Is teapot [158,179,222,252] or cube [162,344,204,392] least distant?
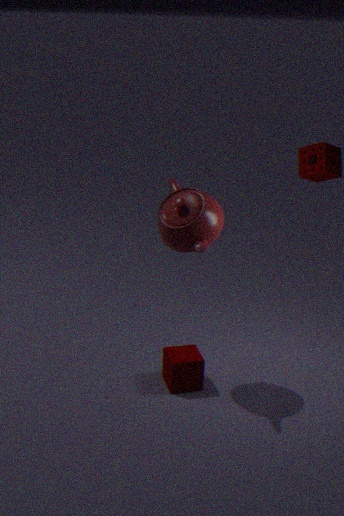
teapot [158,179,222,252]
